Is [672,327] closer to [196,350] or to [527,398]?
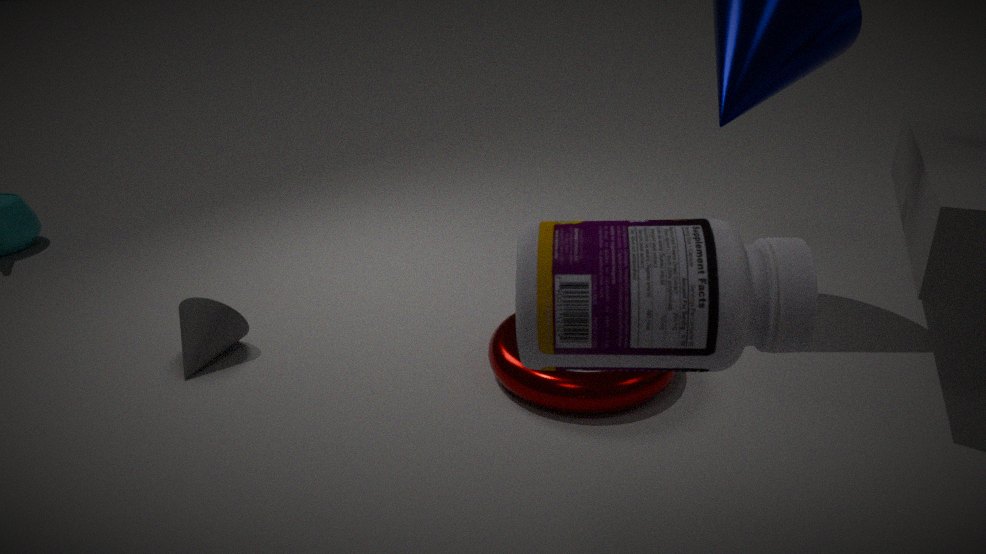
[527,398]
